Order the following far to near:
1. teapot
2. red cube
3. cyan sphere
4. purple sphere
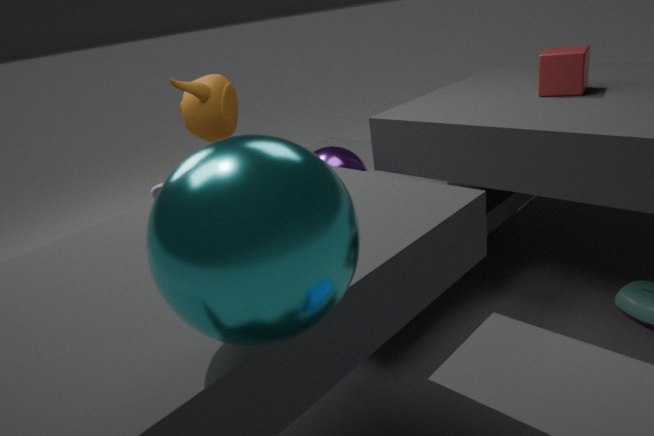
1. teapot
2. purple sphere
3. red cube
4. cyan sphere
